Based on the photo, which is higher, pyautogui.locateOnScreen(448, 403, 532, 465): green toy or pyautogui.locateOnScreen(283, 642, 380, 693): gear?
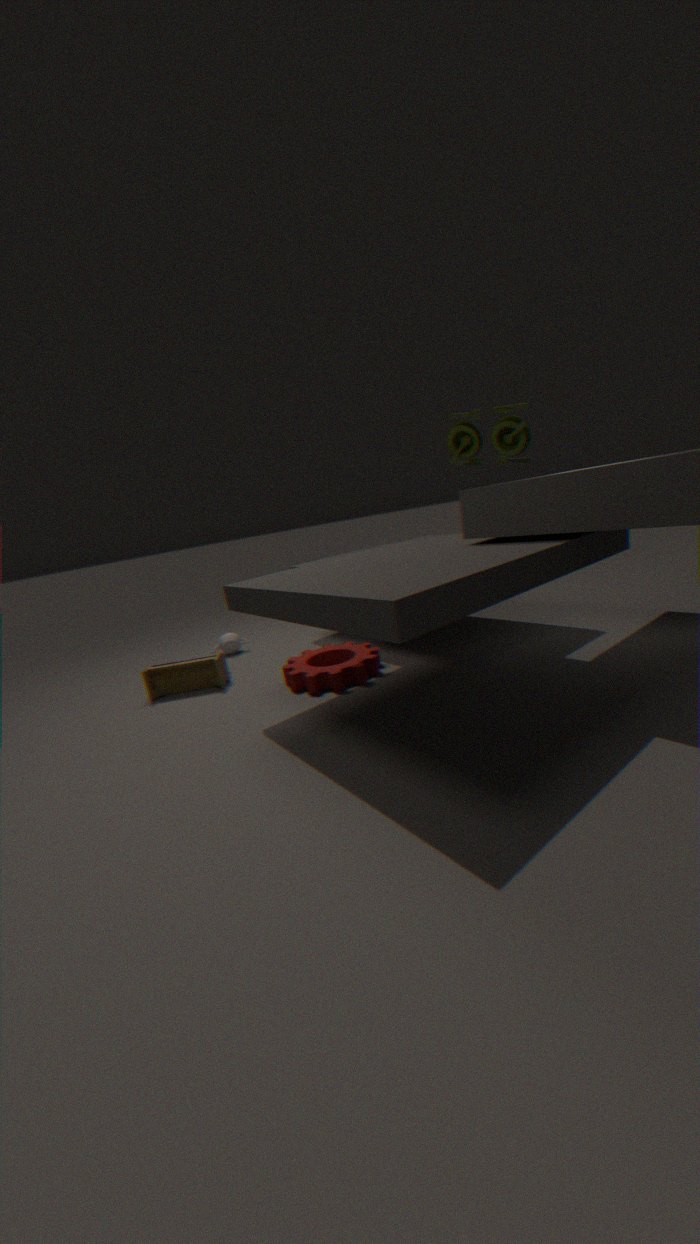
pyautogui.locateOnScreen(448, 403, 532, 465): green toy
